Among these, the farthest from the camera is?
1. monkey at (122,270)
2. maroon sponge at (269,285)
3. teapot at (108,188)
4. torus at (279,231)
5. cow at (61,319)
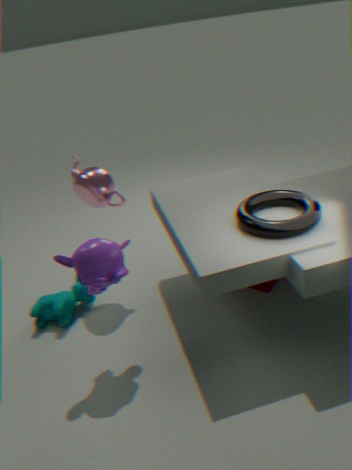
maroon sponge at (269,285)
